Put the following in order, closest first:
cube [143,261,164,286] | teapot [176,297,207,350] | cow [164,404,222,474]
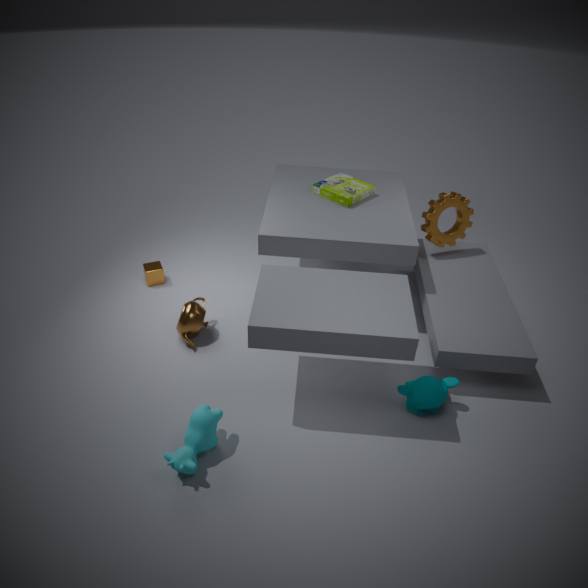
cow [164,404,222,474], teapot [176,297,207,350], cube [143,261,164,286]
